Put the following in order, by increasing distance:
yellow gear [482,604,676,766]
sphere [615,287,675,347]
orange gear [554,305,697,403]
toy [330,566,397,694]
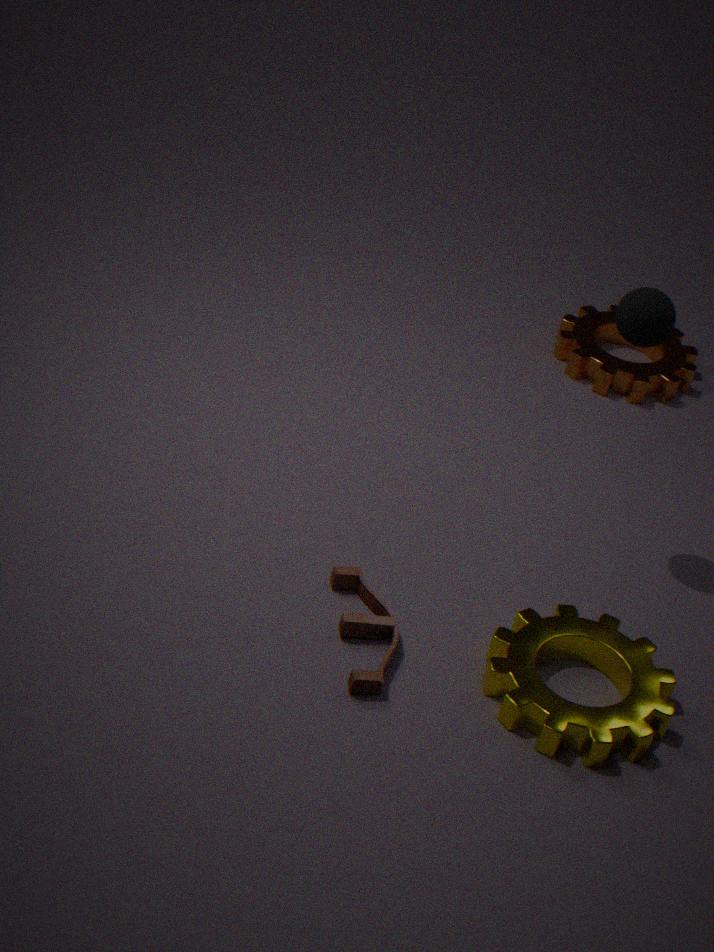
yellow gear [482,604,676,766], toy [330,566,397,694], sphere [615,287,675,347], orange gear [554,305,697,403]
